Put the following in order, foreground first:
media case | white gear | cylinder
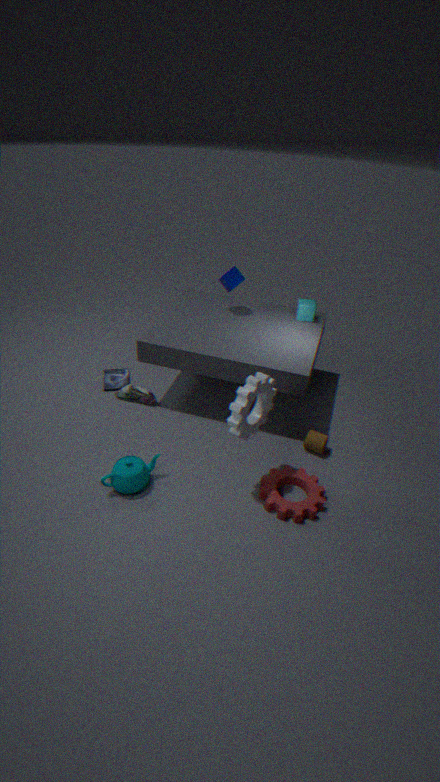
white gear → cylinder → media case
